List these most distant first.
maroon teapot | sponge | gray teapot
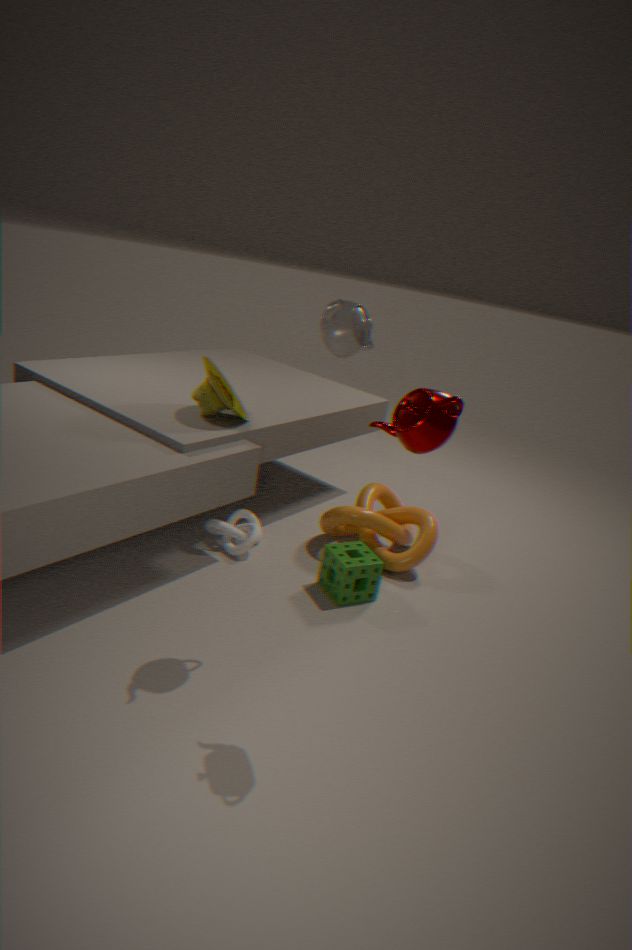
sponge, gray teapot, maroon teapot
